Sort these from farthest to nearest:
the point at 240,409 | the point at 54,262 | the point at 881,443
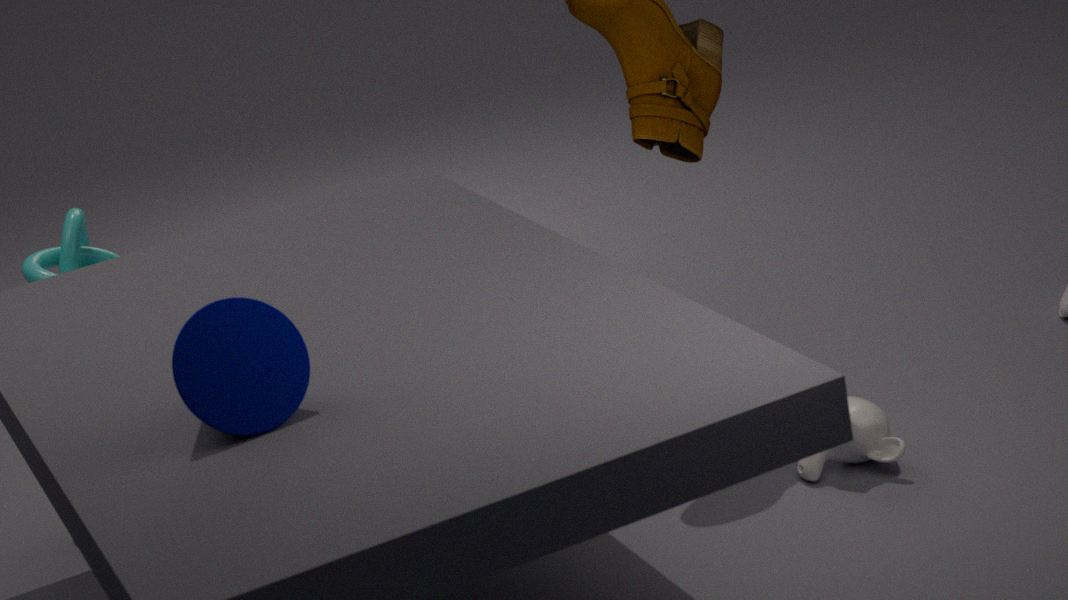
the point at 54,262, the point at 881,443, the point at 240,409
